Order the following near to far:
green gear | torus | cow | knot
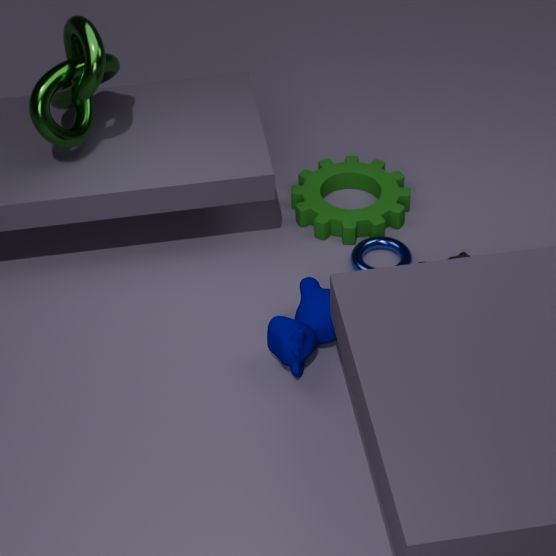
1. cow
2. knot
3. torus
4. green gear
